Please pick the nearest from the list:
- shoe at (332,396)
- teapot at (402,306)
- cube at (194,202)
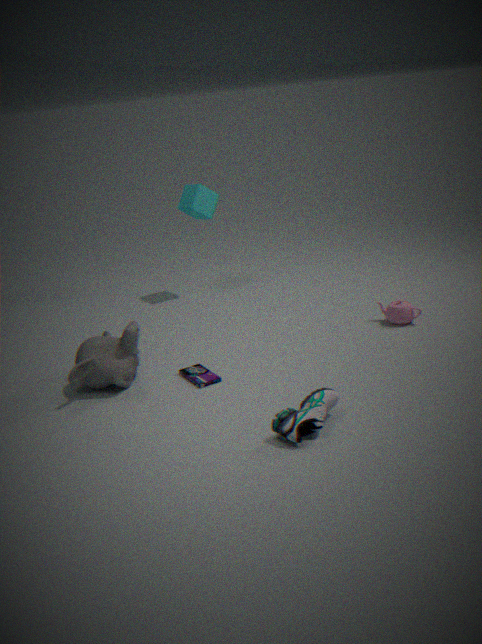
shoe at (332,396)
